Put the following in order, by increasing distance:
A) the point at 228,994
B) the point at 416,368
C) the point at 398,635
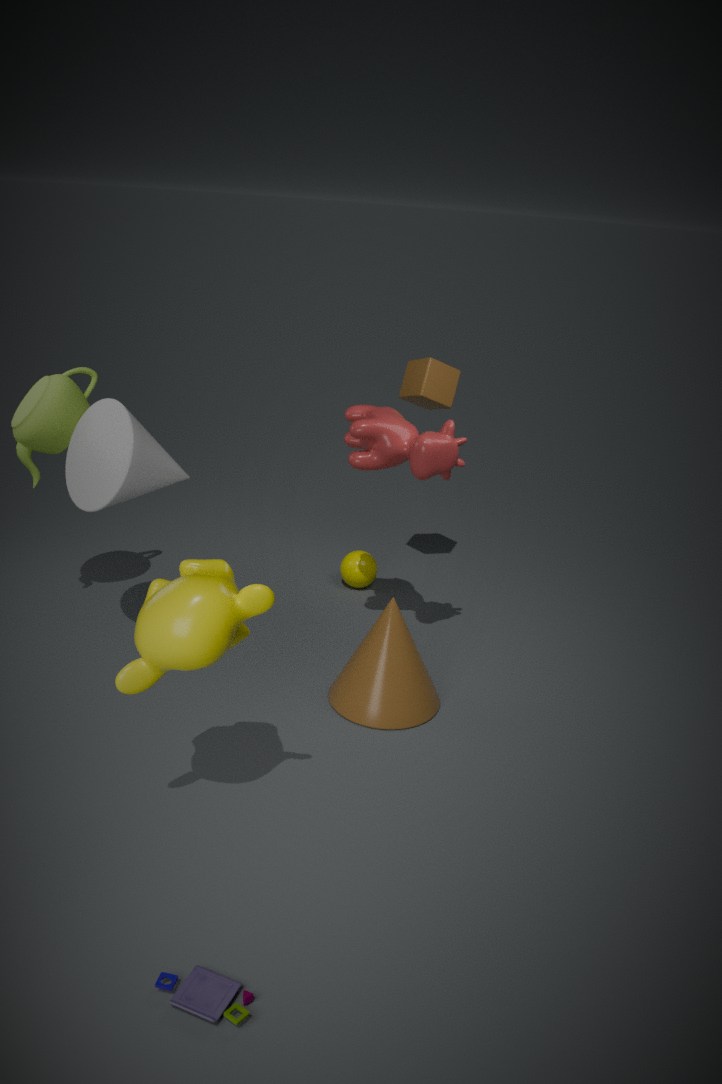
the point at 228,994, the point at 398,635, the point at 416,368
